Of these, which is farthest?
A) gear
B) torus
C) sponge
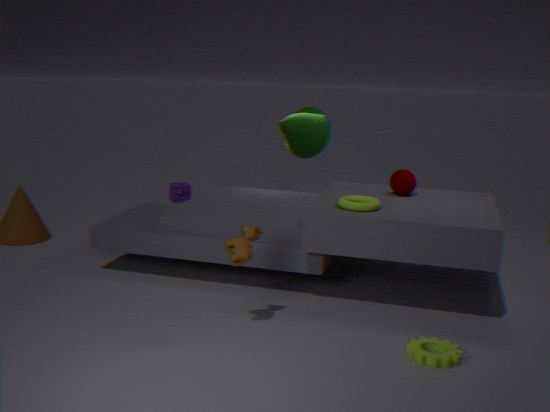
sponge
